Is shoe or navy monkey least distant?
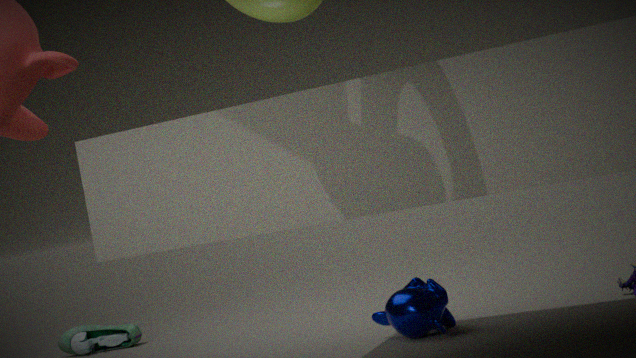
navy monkey
